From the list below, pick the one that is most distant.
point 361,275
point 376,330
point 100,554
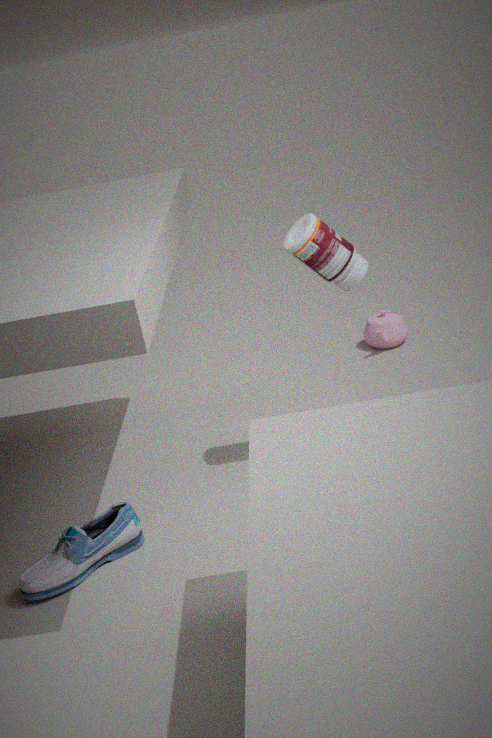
point 376,330
